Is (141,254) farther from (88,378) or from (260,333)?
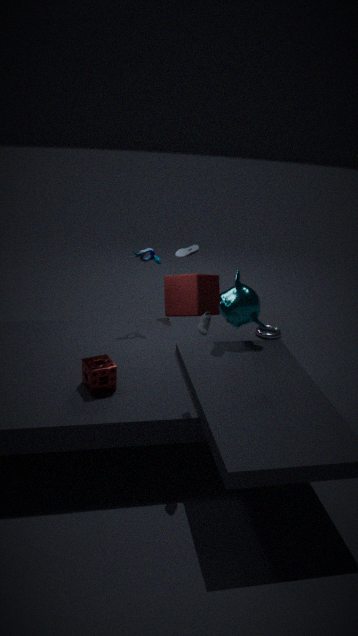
(260,333)
